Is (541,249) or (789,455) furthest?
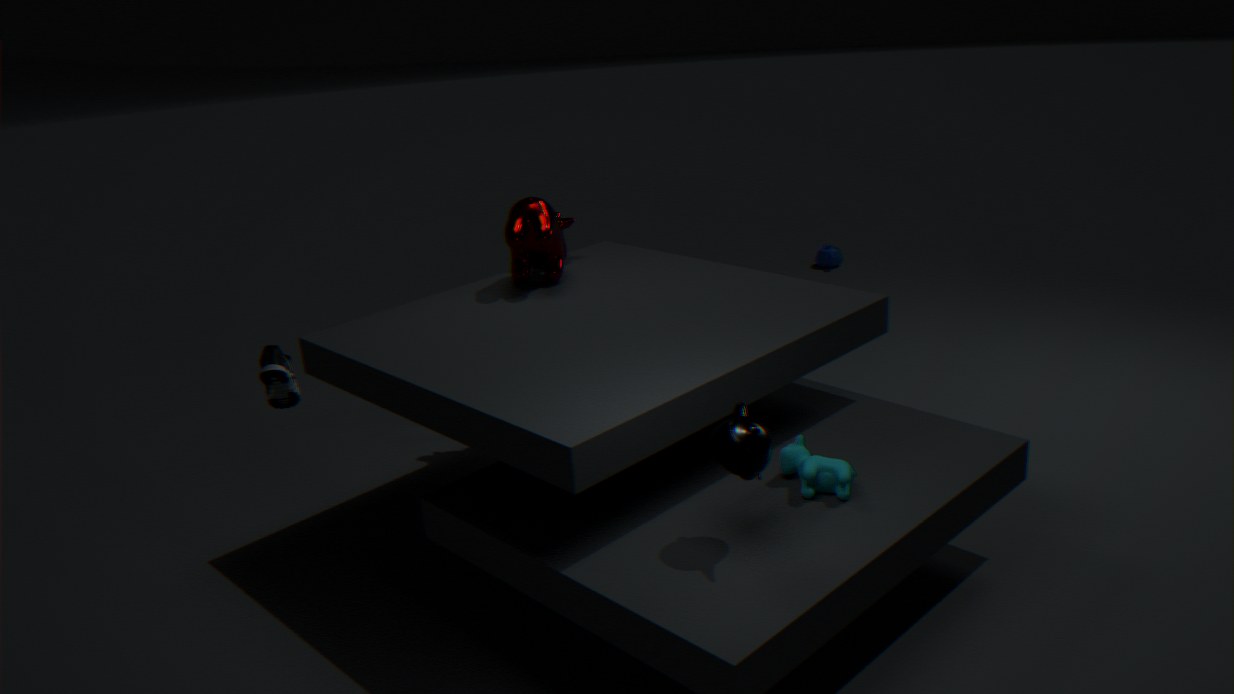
(541,249)
